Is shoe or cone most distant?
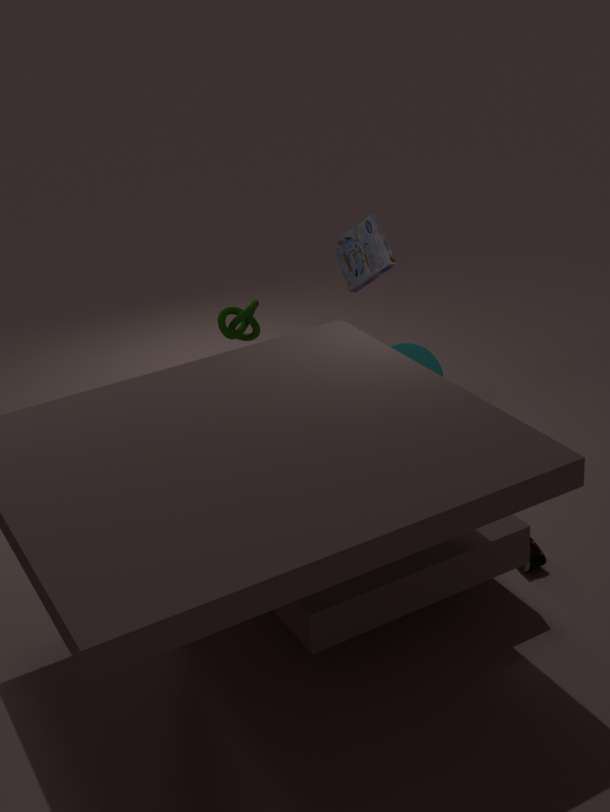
cone
